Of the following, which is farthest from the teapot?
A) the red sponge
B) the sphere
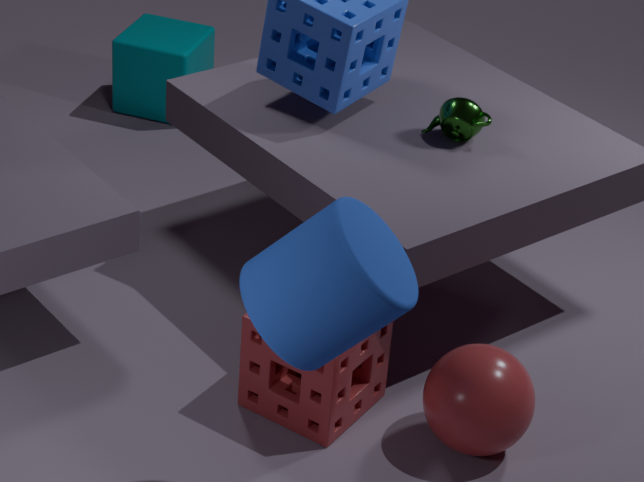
the sphere
